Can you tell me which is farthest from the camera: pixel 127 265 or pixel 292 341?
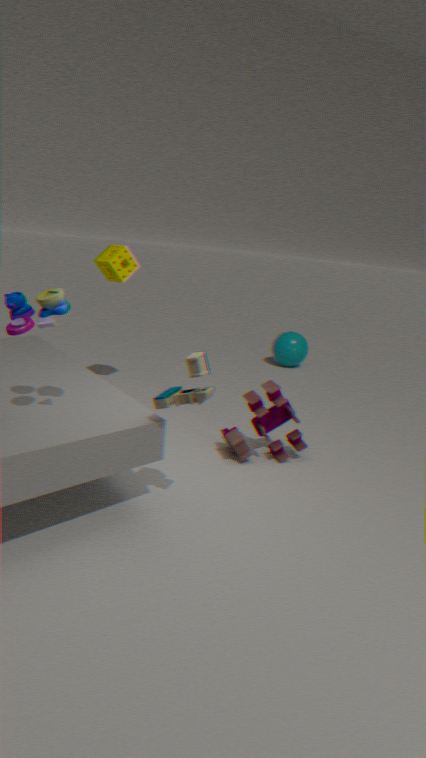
pixel 292 341
